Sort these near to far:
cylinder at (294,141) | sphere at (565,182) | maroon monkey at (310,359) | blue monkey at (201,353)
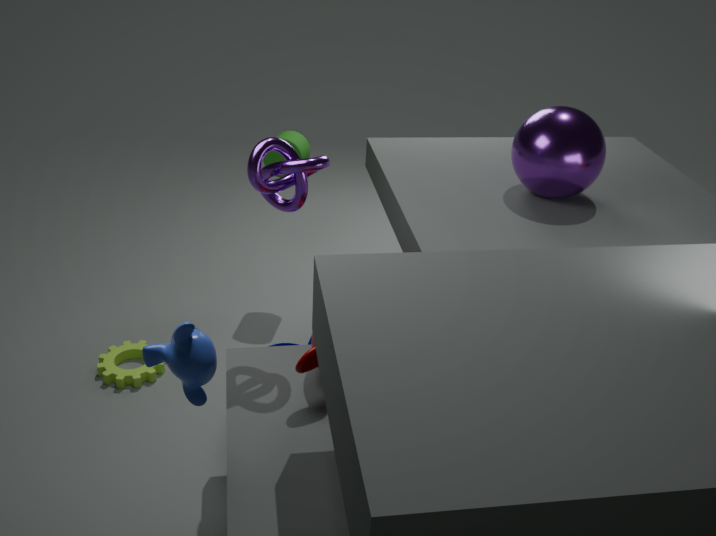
1. blue monkey at (201,353)
2. maroon monkey at (310,359)
3. sphere at (565,182)
4. cylinder at (294,141)
